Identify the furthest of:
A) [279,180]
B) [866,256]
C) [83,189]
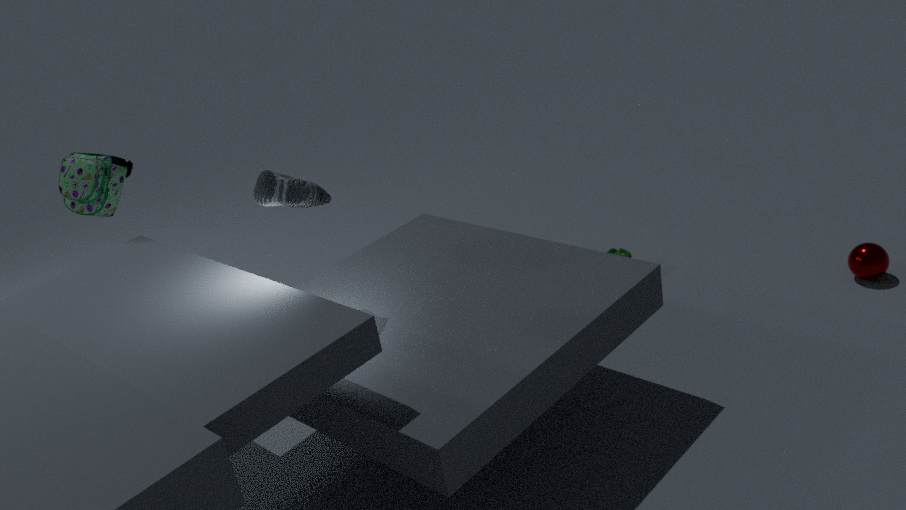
[866,256]
